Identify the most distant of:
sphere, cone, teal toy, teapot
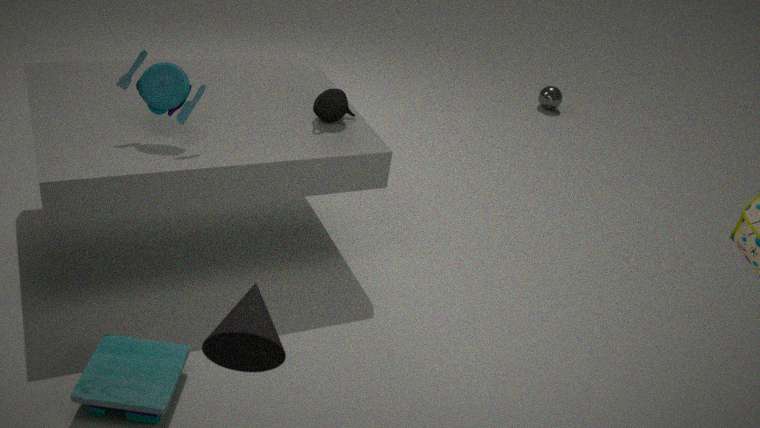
sphere
